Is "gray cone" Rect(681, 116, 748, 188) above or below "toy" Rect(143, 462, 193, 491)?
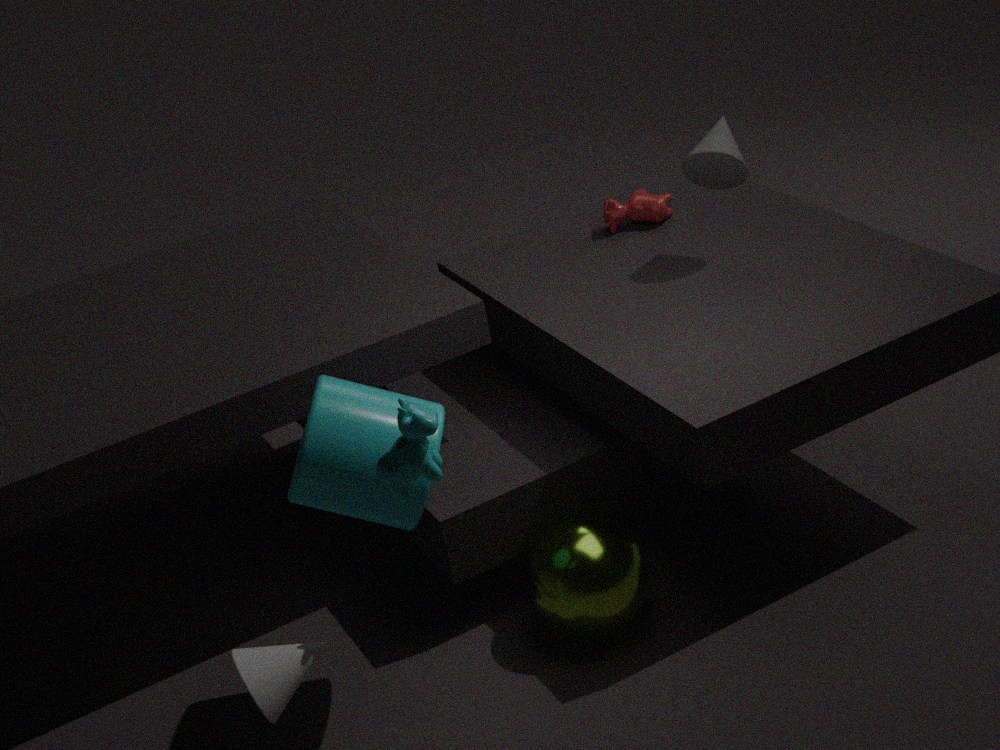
above
